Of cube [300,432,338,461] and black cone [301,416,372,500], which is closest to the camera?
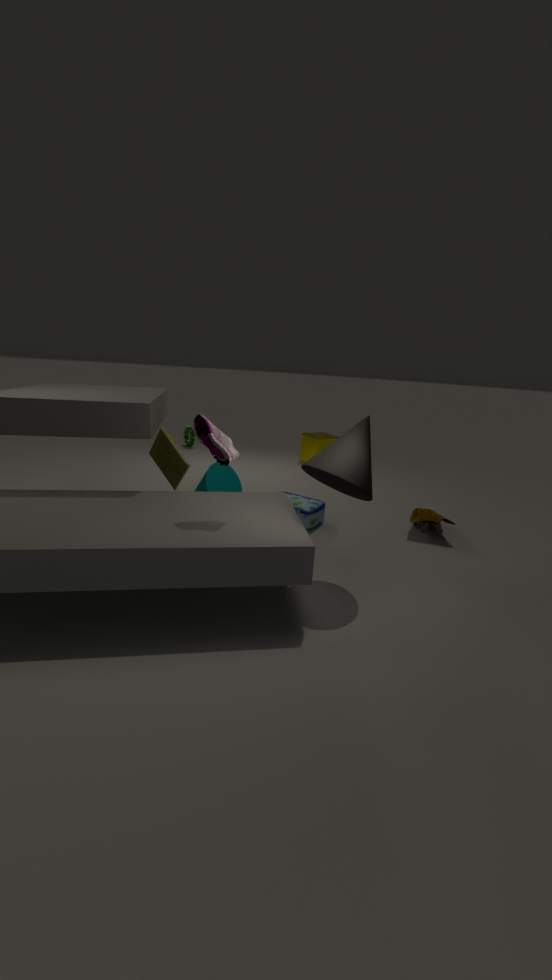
black cone [301,416,372,500]
